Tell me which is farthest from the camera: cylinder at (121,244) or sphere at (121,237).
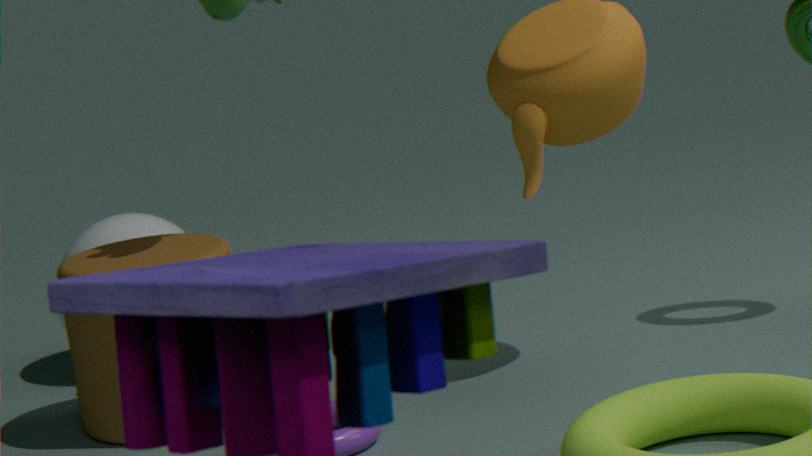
sphere at (121,237)
